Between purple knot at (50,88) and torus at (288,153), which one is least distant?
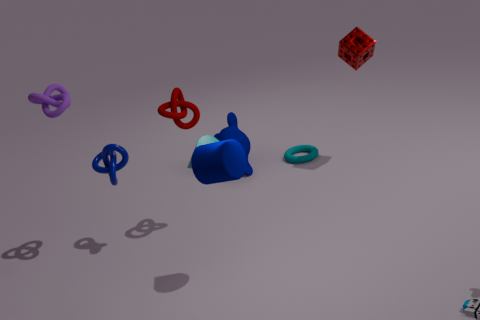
purple knot at (50,88)
